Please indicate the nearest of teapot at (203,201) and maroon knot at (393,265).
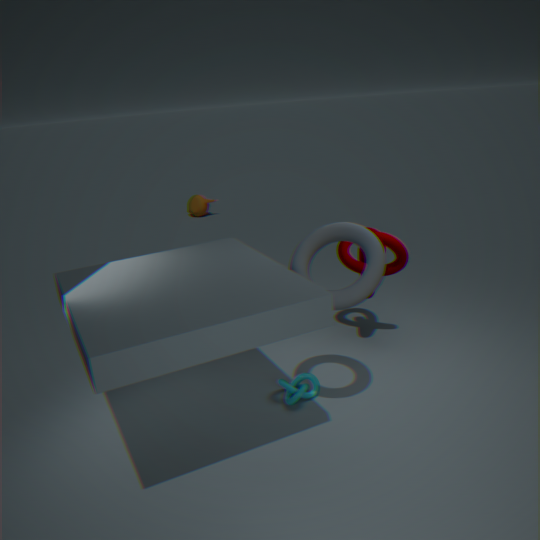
maroon knot at (393,265)
